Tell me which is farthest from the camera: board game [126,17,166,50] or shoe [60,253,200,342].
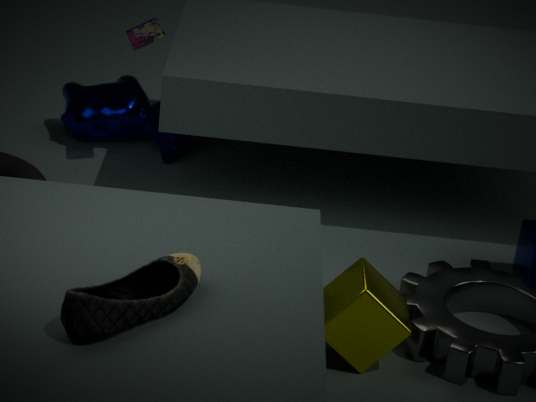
board game [126,17,166,50]
